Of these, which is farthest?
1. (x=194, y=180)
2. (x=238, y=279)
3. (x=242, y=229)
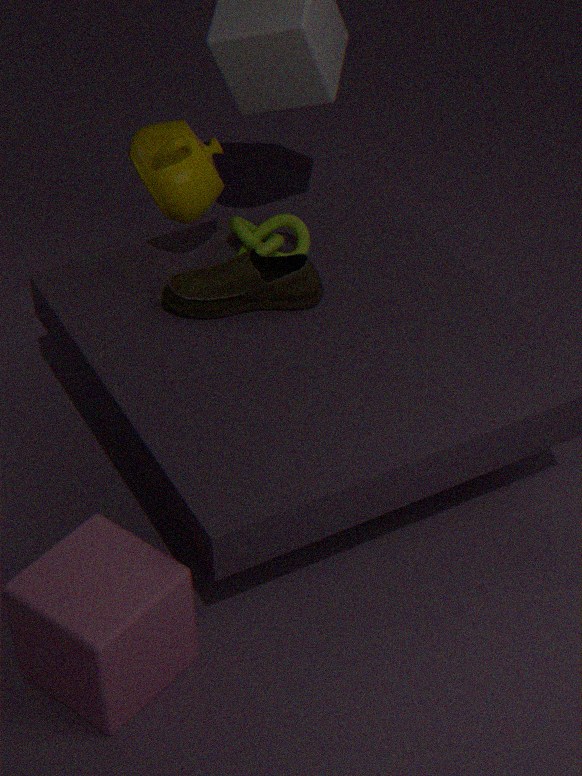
(x=242, y=229)
